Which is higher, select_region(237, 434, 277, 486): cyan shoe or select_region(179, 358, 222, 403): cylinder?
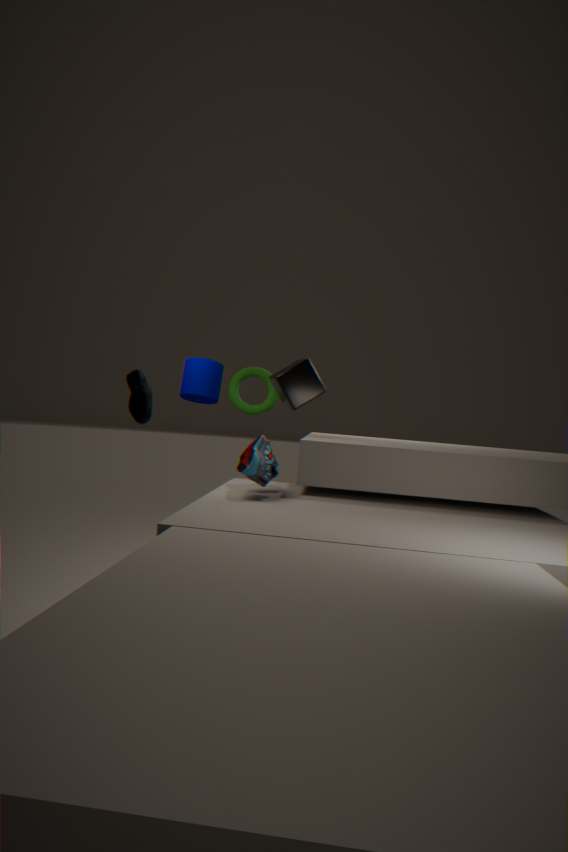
select_region(179, 358, 222, 403): cylinder
